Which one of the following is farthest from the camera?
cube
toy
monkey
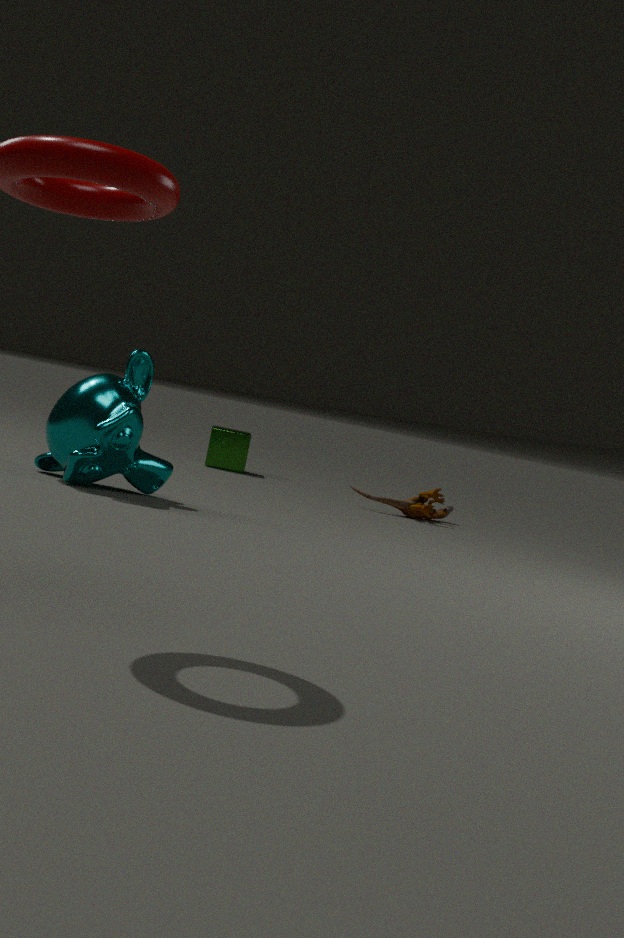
cube
